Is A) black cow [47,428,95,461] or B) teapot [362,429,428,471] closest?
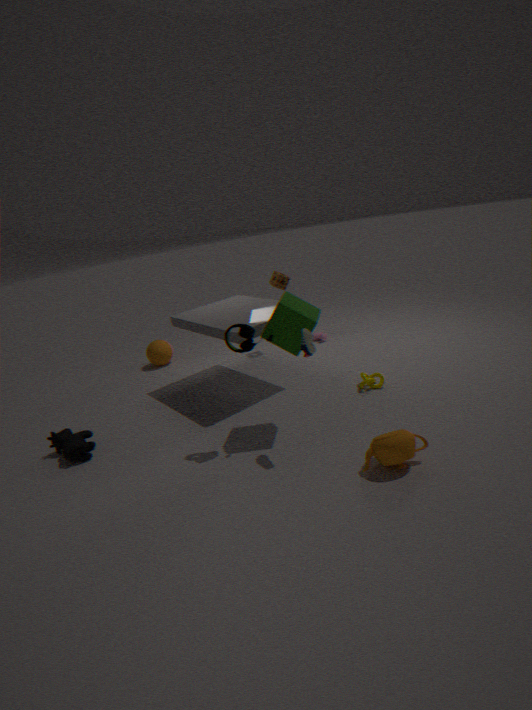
B. teapot [362,429,428,471]
